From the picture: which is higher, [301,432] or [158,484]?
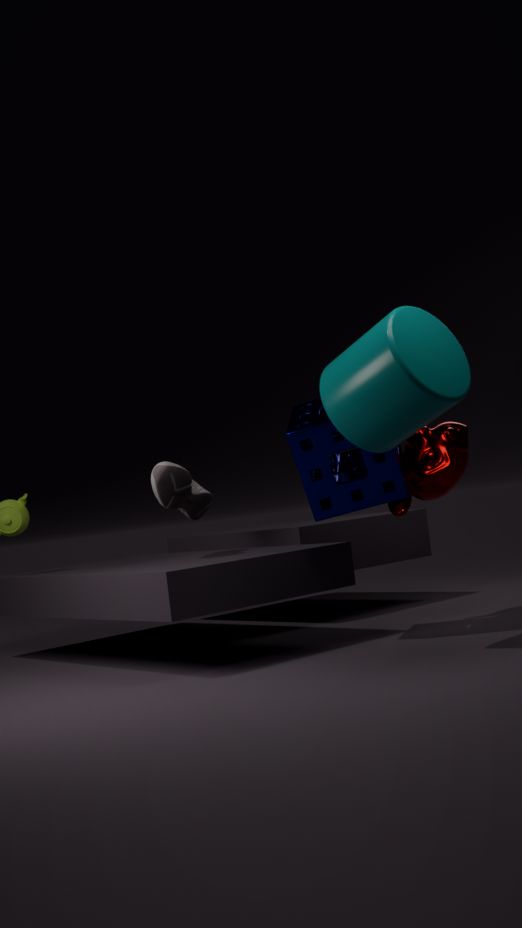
[301,432]
